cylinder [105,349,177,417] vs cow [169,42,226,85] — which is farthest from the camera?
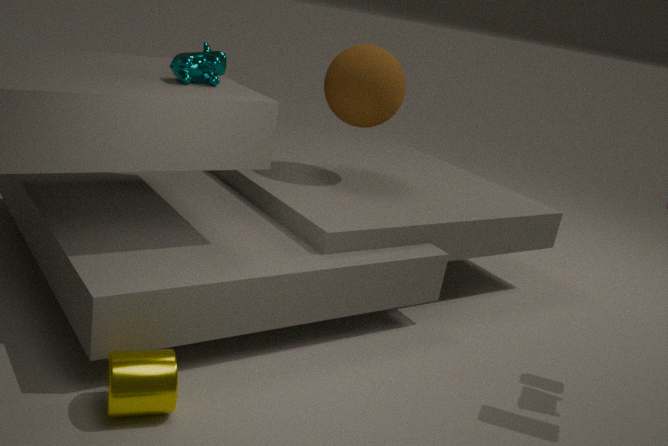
cow [169,42,226,85]
